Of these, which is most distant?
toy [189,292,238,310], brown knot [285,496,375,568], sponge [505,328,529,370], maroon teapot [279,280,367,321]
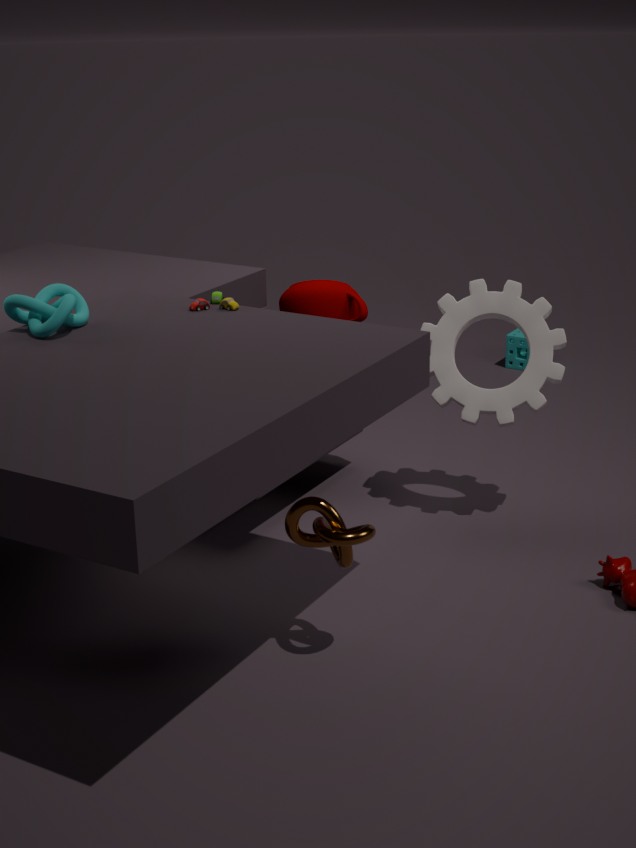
sponge [505,328,529,370]
